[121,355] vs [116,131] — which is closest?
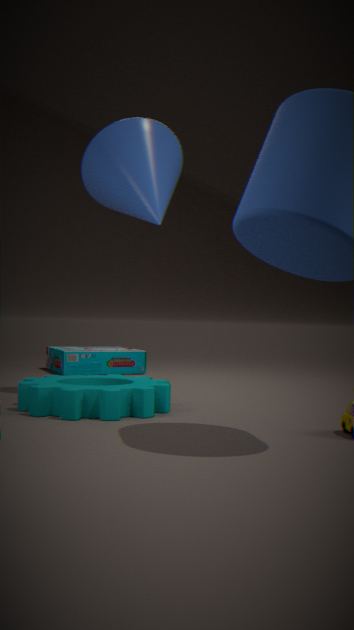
[116,131]
